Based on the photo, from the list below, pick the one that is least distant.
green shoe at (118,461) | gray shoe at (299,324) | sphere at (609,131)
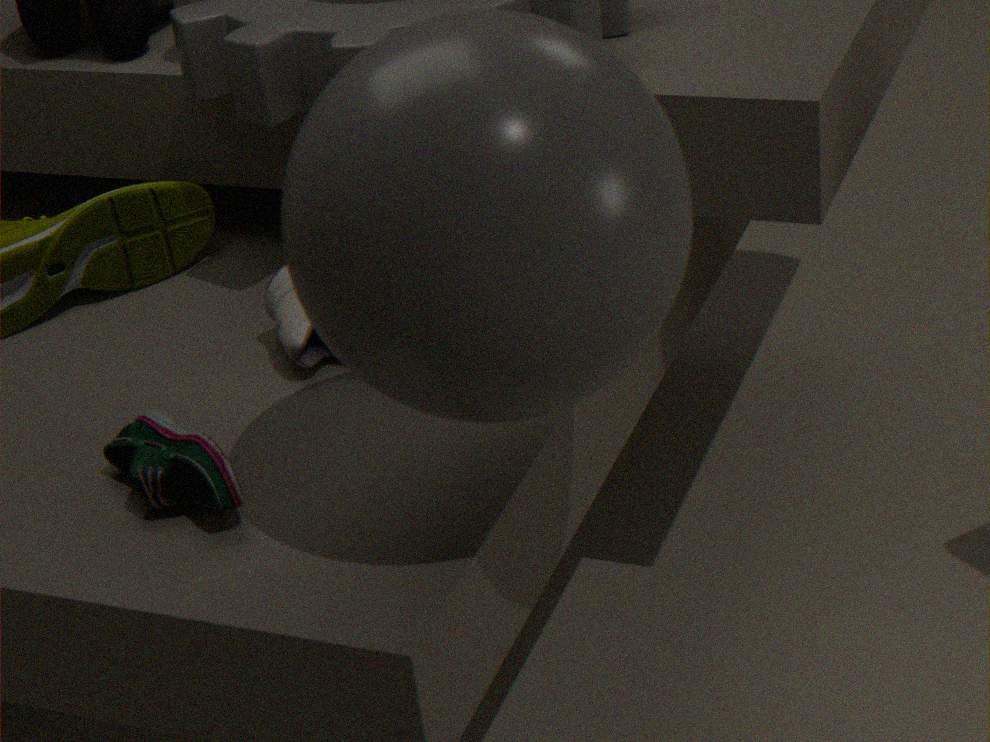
sphere at (609,131)
